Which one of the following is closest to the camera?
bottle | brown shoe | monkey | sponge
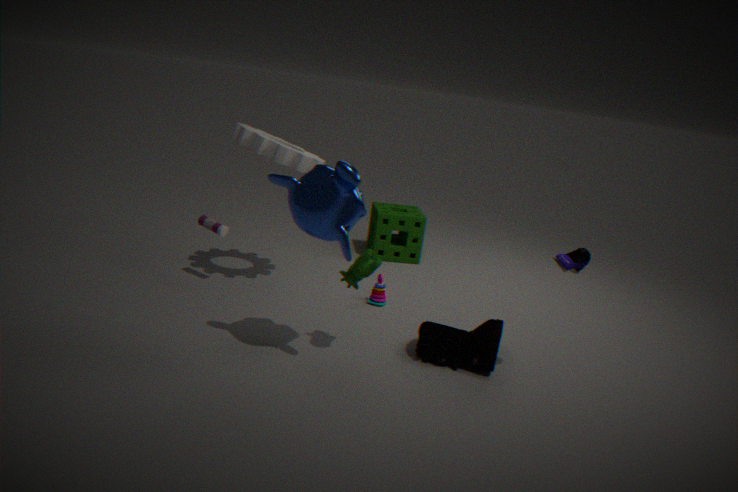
monkey
